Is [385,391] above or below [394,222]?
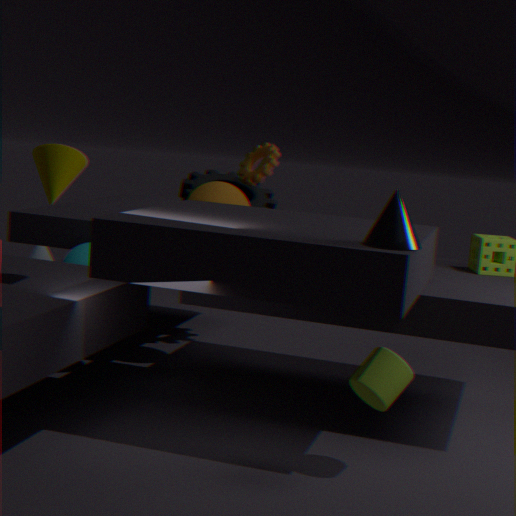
below
